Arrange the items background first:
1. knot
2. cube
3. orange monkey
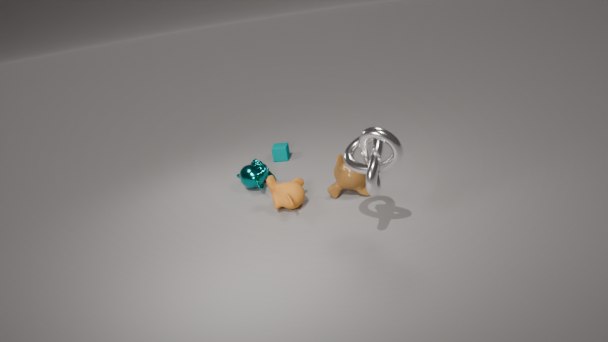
cube
orange monkey
knot
